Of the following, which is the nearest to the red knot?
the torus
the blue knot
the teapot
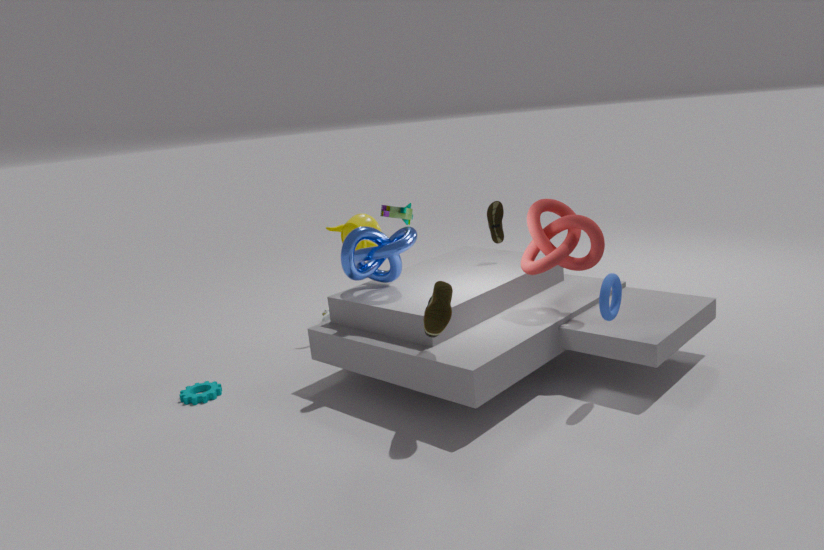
the torus
